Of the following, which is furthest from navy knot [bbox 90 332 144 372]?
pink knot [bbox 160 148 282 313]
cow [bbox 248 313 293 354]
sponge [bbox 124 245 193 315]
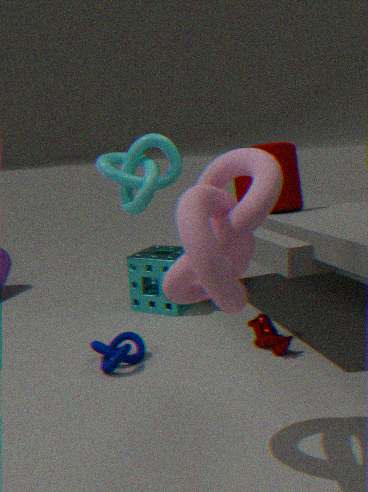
pink knot [bbox 160 148 282 313]
